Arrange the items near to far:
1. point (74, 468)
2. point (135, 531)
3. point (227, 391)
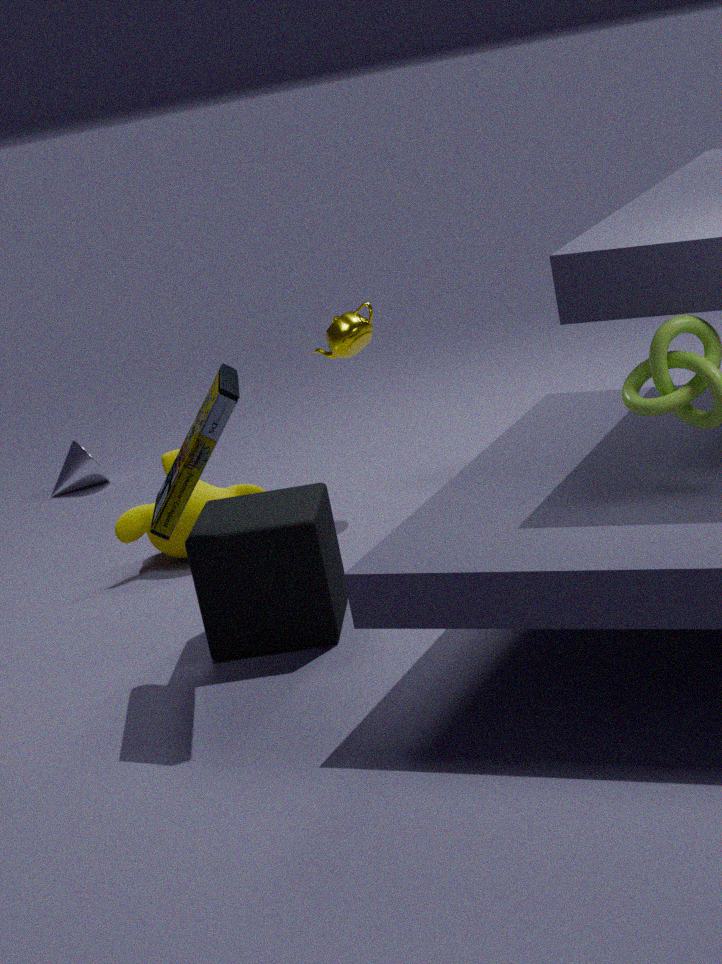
1. point (227, 391)
2. point (135, 531)
3. point (74, 468)
